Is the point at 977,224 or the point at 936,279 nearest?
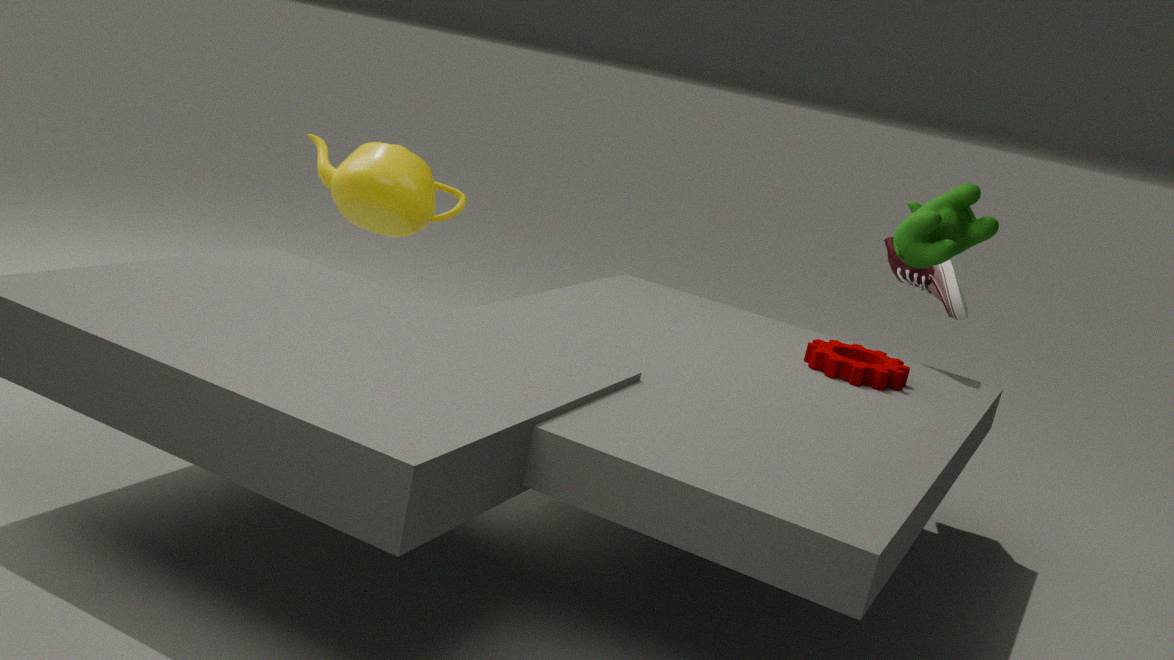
the point at 977,224
